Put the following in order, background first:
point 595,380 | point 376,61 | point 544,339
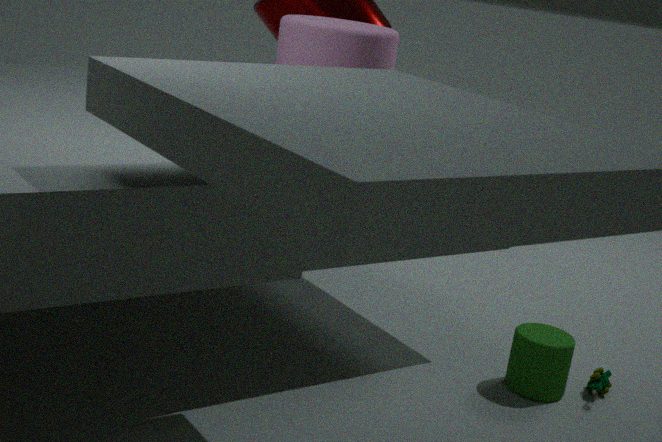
point 595,380
point 544,339
point 376,61
